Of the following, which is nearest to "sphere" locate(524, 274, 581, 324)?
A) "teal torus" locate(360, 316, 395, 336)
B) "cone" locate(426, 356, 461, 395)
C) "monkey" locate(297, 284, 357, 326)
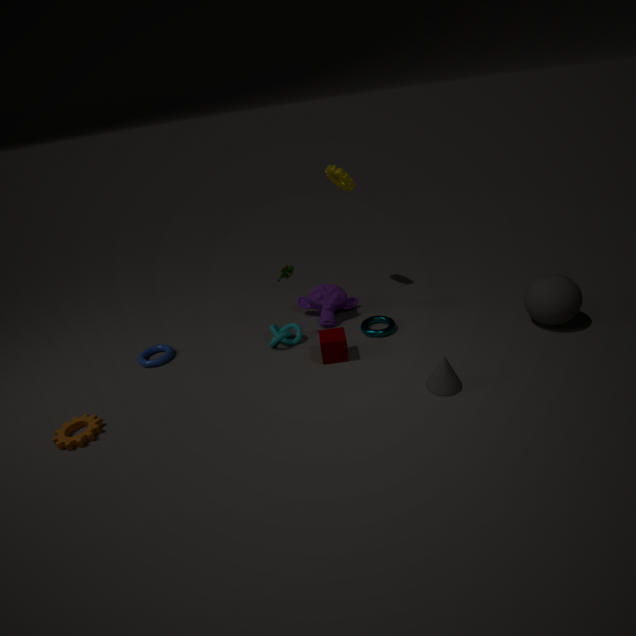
"cone" locate(426, 356, 461, 395)
